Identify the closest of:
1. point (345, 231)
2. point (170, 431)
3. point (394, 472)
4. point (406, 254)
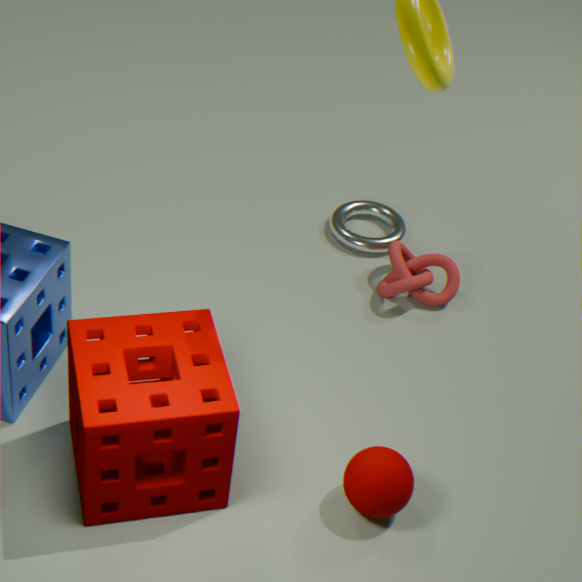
point (170, 431)
